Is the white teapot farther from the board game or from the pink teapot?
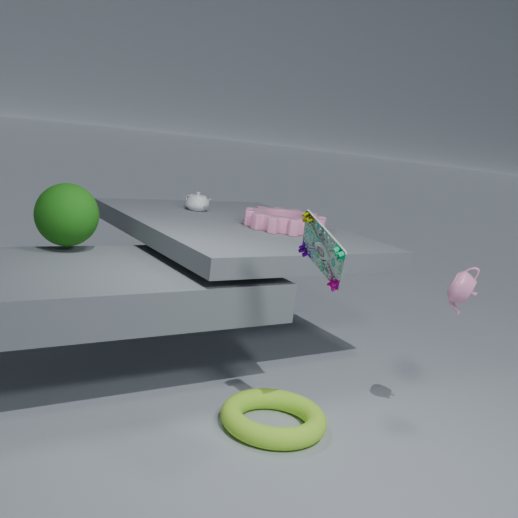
the pink teapot
